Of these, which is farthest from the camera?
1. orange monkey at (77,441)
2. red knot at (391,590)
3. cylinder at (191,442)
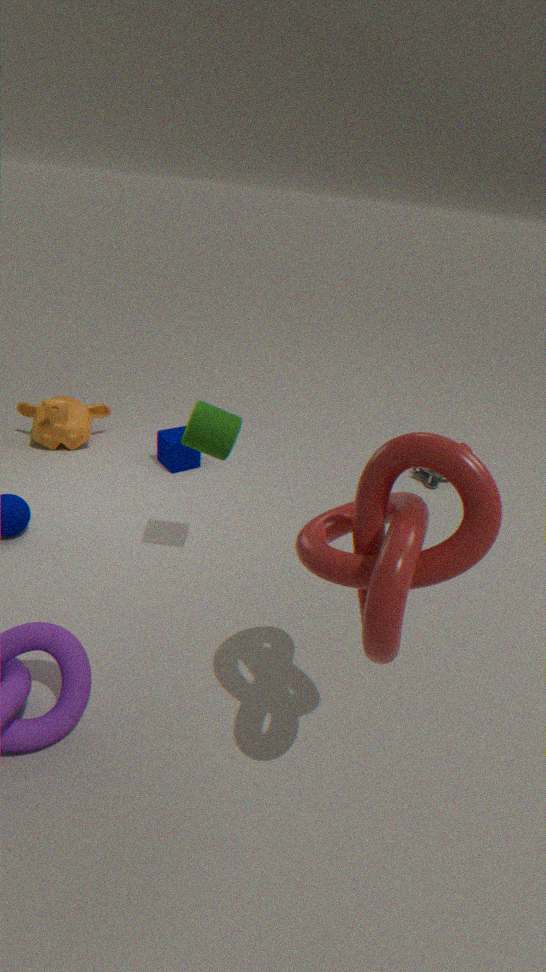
orange monkey at (77,441)
